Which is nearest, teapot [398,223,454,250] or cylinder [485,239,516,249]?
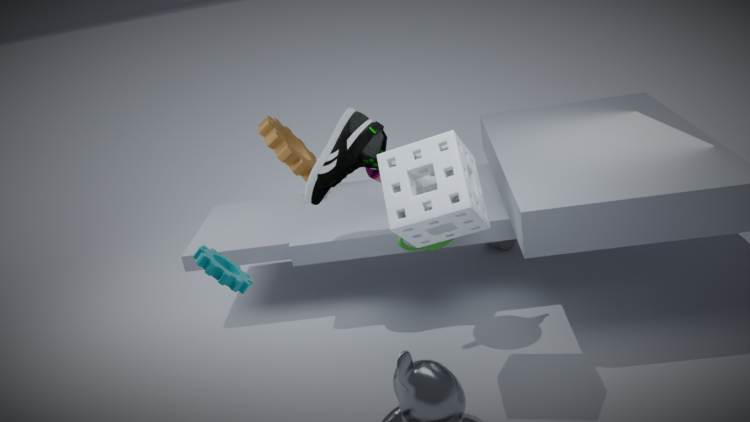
teapot [398,223,454,250]
